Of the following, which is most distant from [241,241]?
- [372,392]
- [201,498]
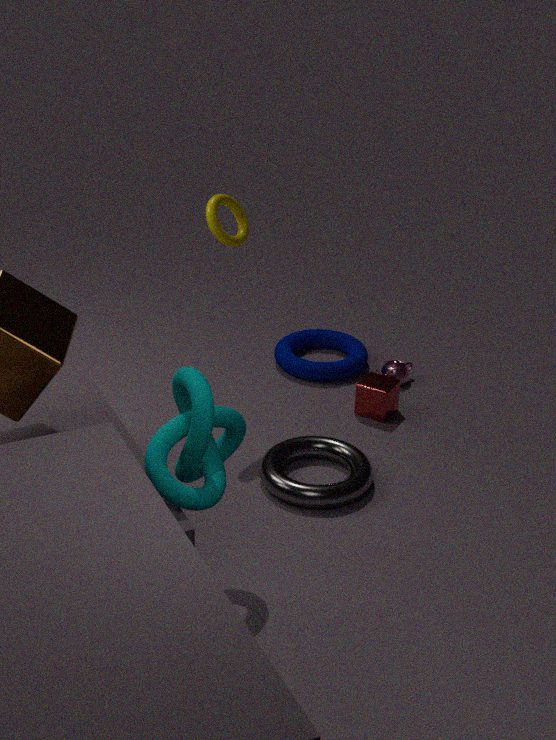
[201,498]
